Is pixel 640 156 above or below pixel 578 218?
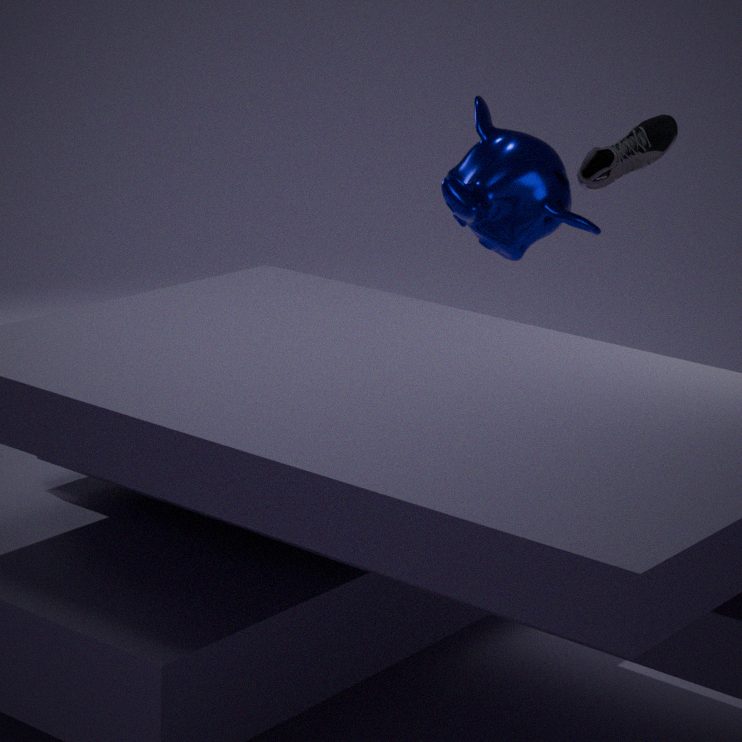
above
